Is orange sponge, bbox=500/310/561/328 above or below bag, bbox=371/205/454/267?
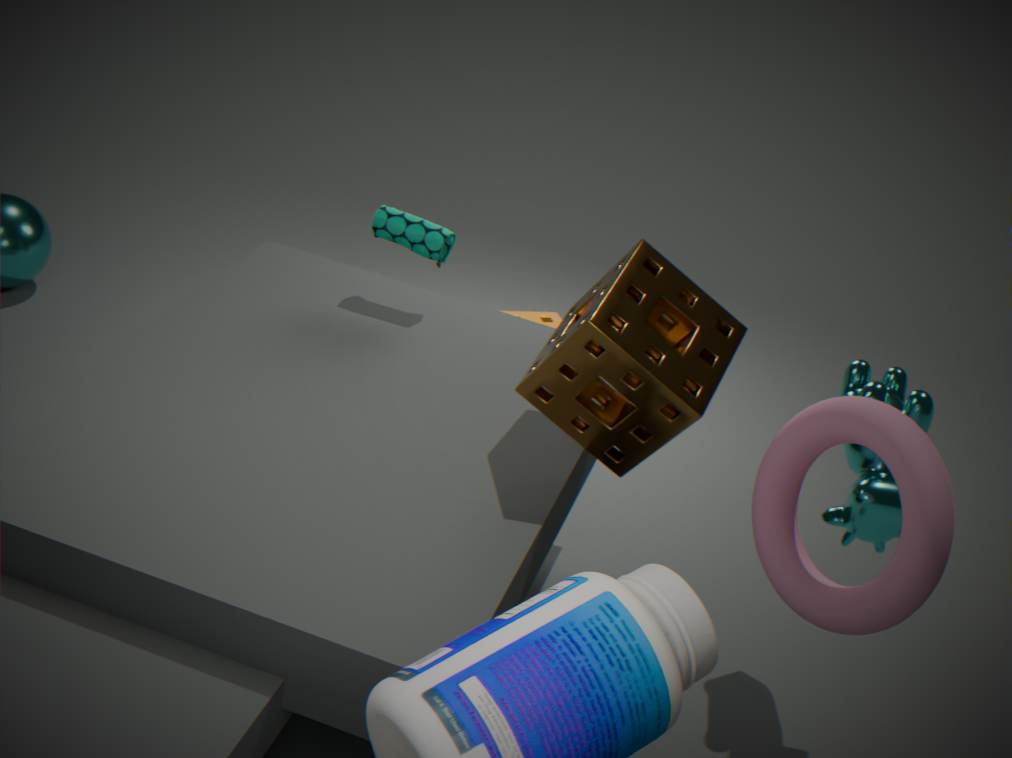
below
